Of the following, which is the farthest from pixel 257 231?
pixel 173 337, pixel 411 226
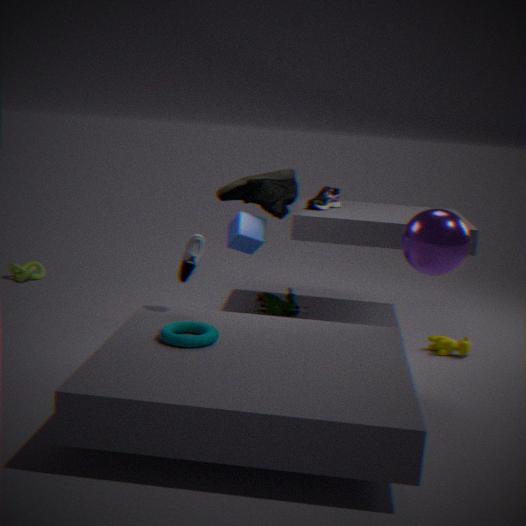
pixel 173 337
